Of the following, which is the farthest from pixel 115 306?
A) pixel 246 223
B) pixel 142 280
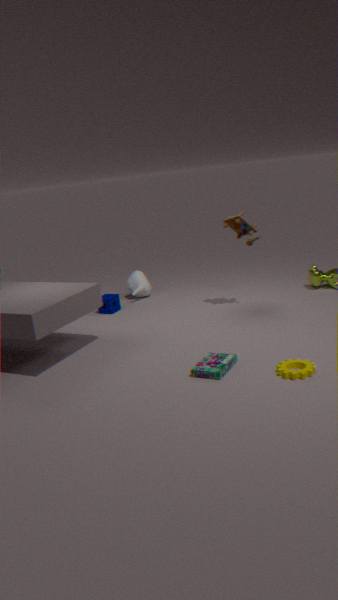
pixel 246 223
